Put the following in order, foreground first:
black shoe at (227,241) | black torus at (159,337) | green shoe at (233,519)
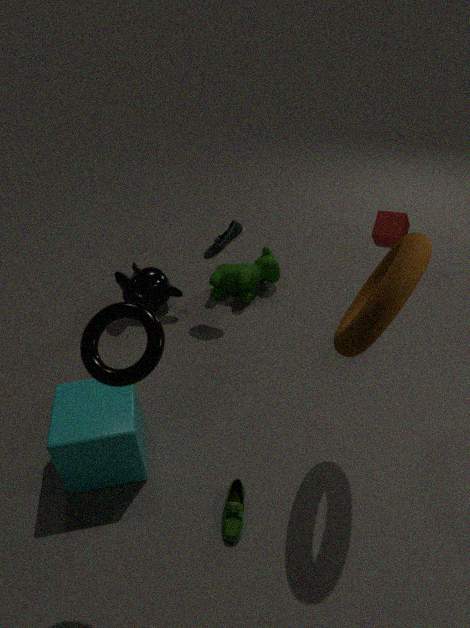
black torus at (159,337) < green shoe at (233,519) < black shoe at (227,241)
